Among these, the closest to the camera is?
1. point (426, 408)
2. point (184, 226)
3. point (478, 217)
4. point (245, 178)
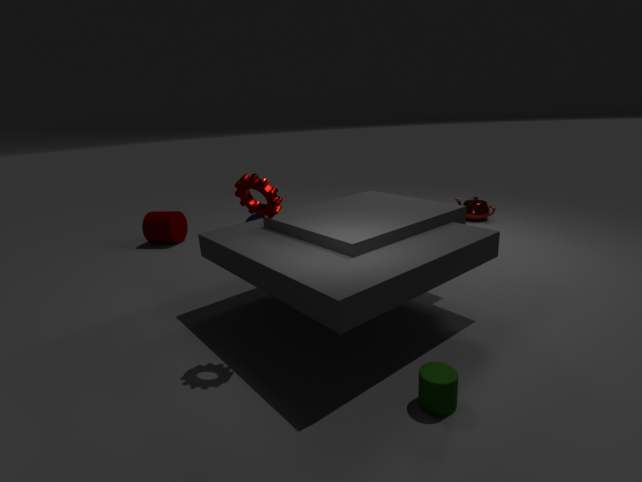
point (426, 408)
